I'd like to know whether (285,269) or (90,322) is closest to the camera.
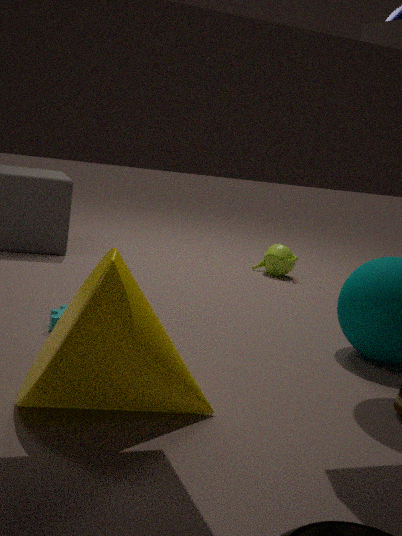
(90,322)
